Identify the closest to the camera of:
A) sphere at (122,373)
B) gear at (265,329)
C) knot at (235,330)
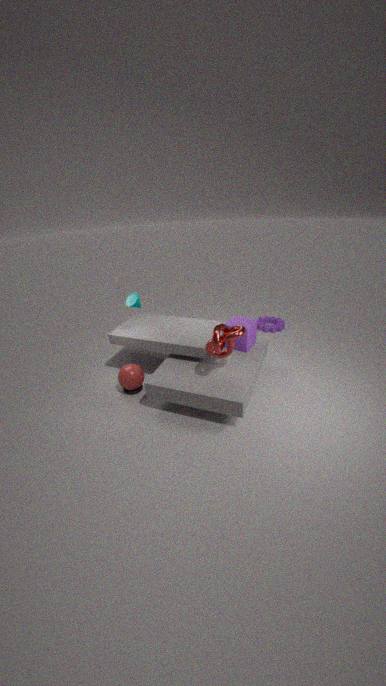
knot at (235,330)
